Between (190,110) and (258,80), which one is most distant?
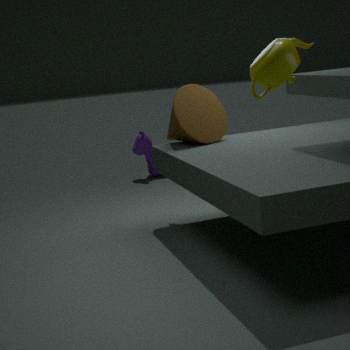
(190,110)
